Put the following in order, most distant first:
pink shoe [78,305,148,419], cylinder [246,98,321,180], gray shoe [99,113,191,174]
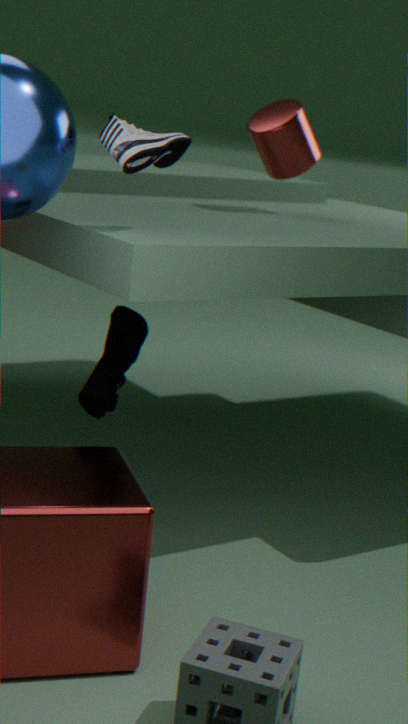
cylinder [246,98,321,180] → pink shoe [78,305,148,419] → gray shoe [99,113,191,174]
